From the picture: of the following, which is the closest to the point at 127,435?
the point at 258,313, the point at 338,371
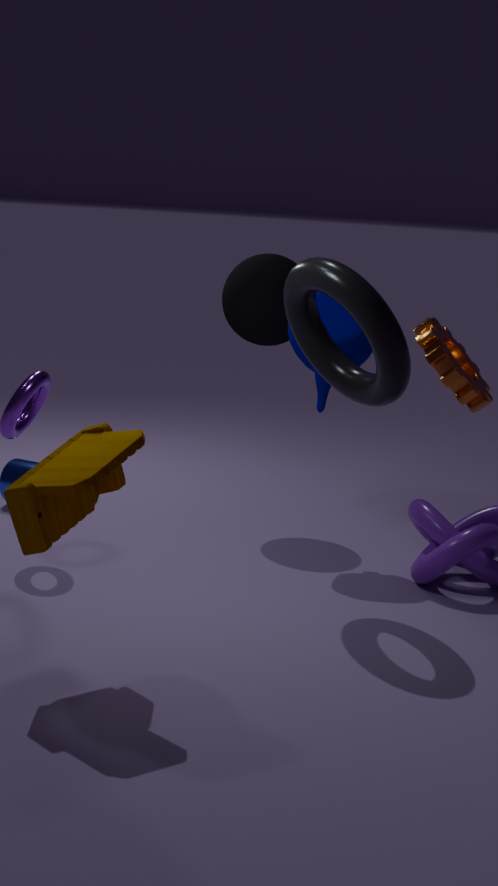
the point at 338,371
